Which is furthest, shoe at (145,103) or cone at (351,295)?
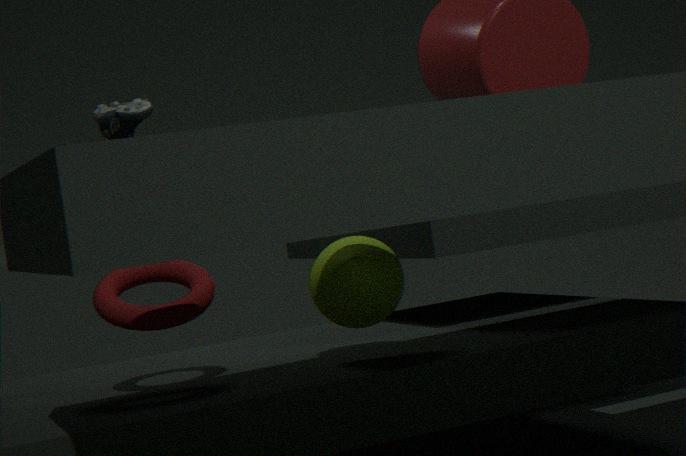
shoe at (145,103)
